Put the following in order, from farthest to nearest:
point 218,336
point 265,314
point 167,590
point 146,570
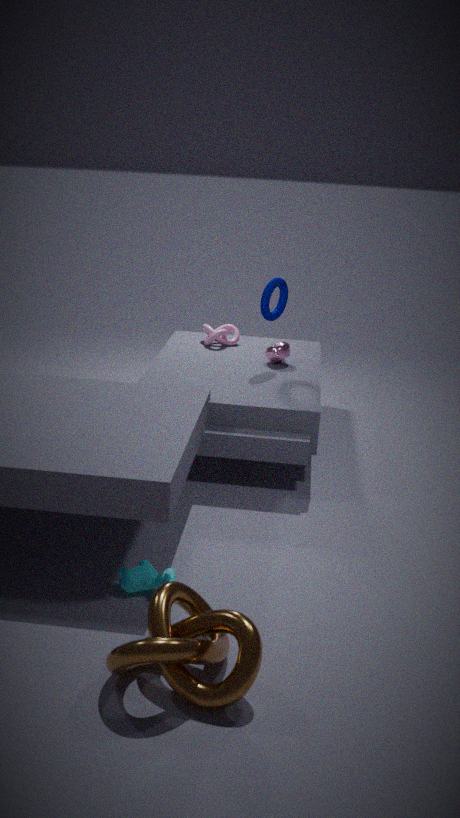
point 218,336 < point 265,314 < point 146,570 < point 167,590
